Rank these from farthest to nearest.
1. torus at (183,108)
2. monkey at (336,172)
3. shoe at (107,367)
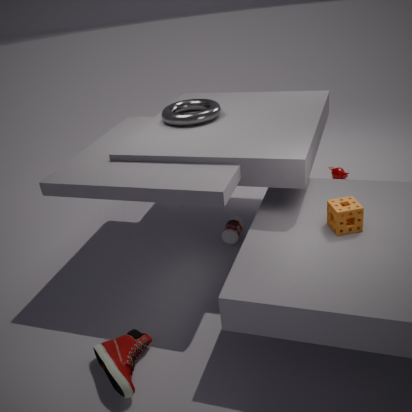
monkey at (336,172), torus at (183,108), shoe at (107,367)
